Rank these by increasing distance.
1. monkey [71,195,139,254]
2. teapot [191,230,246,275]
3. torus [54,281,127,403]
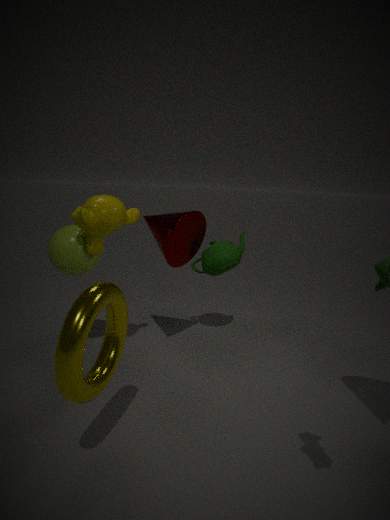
1. torus [54,281,127,403]
2. monkey [71,195,139,254]
3. teapot [191,230,246,275]
